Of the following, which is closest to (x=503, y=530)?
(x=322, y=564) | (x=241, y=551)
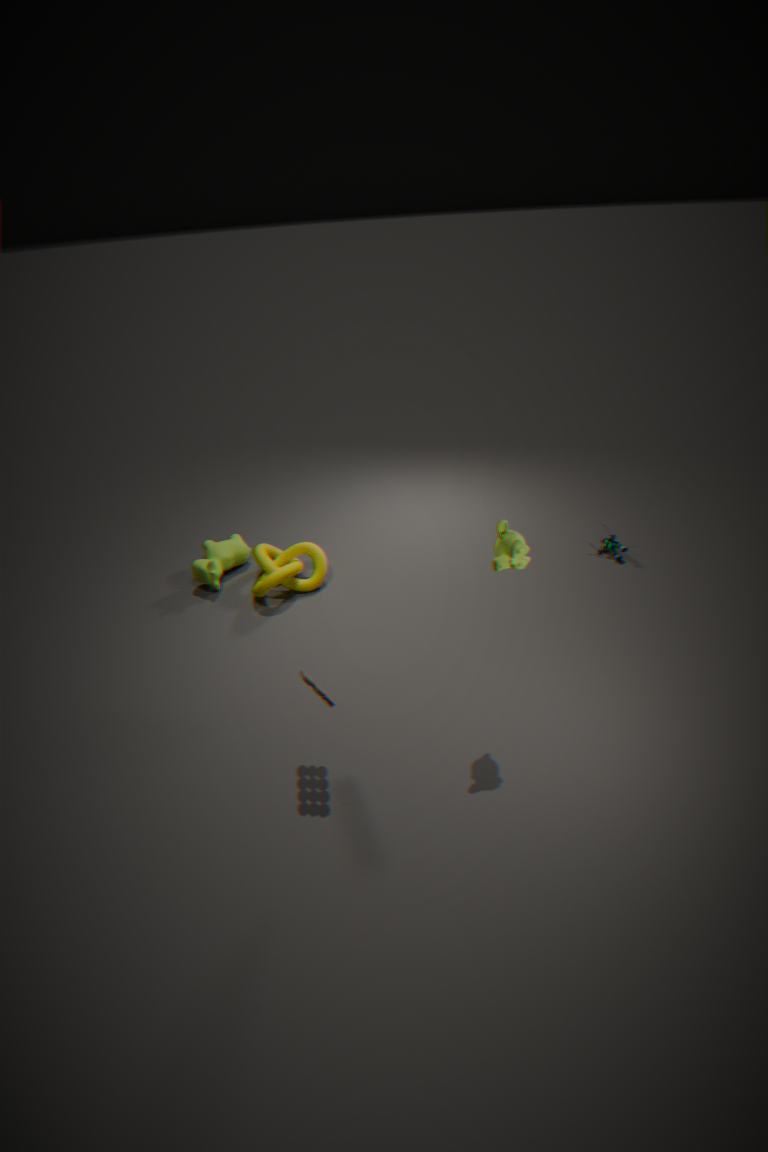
(x=322, y=564)
